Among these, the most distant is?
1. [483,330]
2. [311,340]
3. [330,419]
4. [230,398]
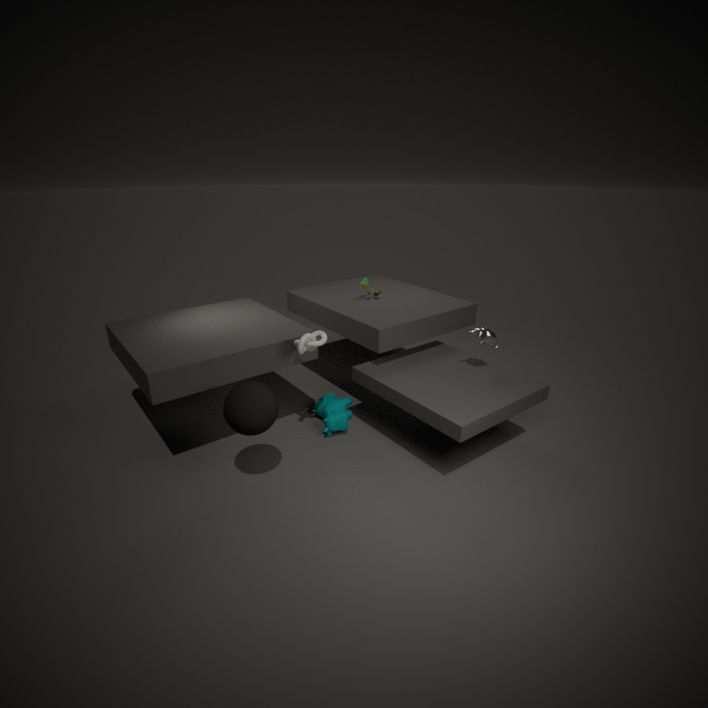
[330,419]
